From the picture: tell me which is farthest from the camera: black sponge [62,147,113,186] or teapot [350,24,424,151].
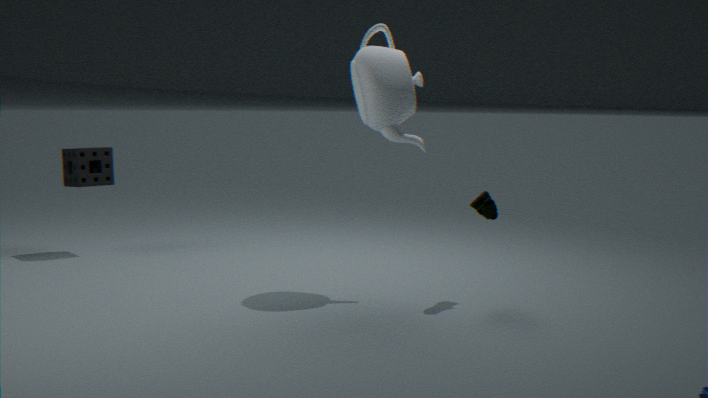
black sponge [62,147,113,186]
